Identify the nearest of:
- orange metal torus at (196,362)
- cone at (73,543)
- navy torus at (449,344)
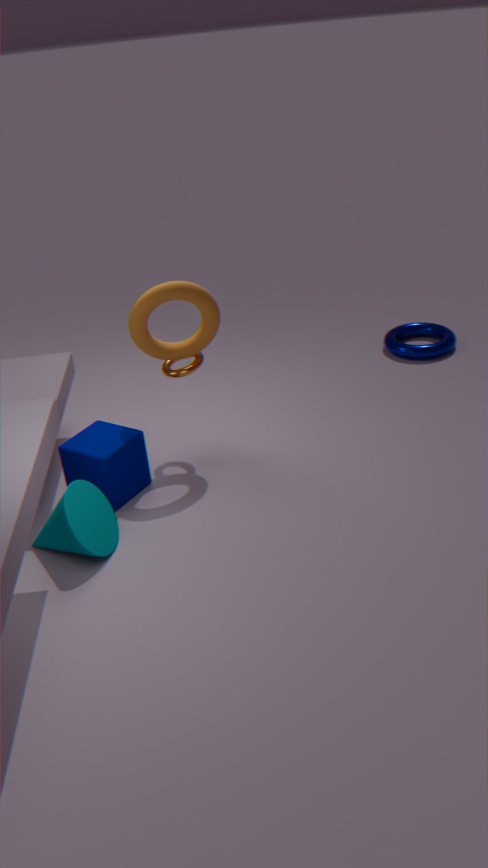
cone at (73,543)
